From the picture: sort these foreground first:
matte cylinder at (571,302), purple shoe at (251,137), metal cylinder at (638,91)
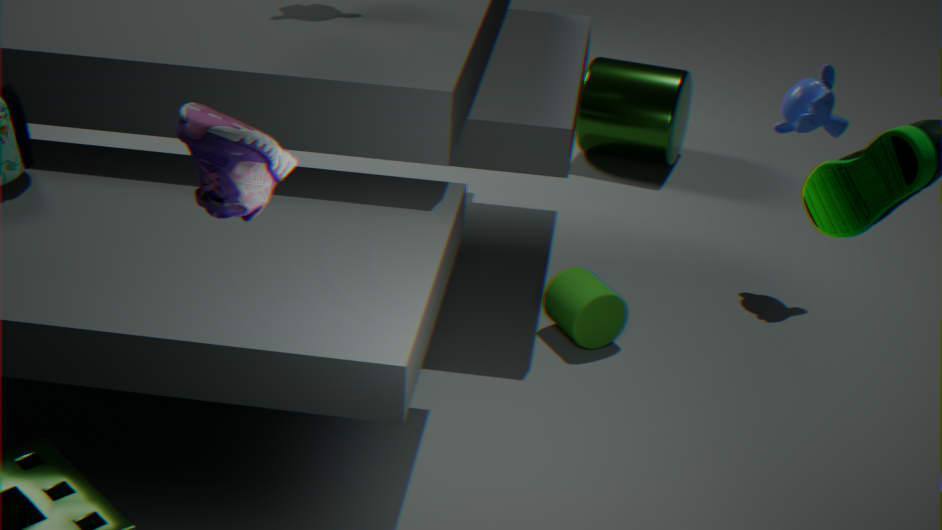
purple shoe at (251,137) < matte cylinder at (571,302) < metal cylinder at (638,91)
